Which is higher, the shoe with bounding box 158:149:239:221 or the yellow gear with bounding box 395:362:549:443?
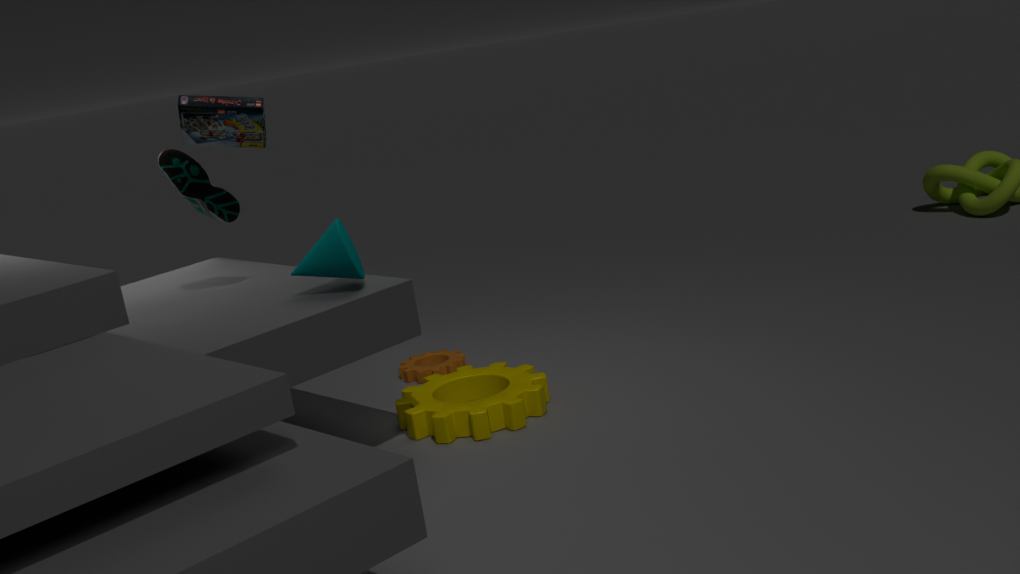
the shoe with bounding box 158:149:239:221
